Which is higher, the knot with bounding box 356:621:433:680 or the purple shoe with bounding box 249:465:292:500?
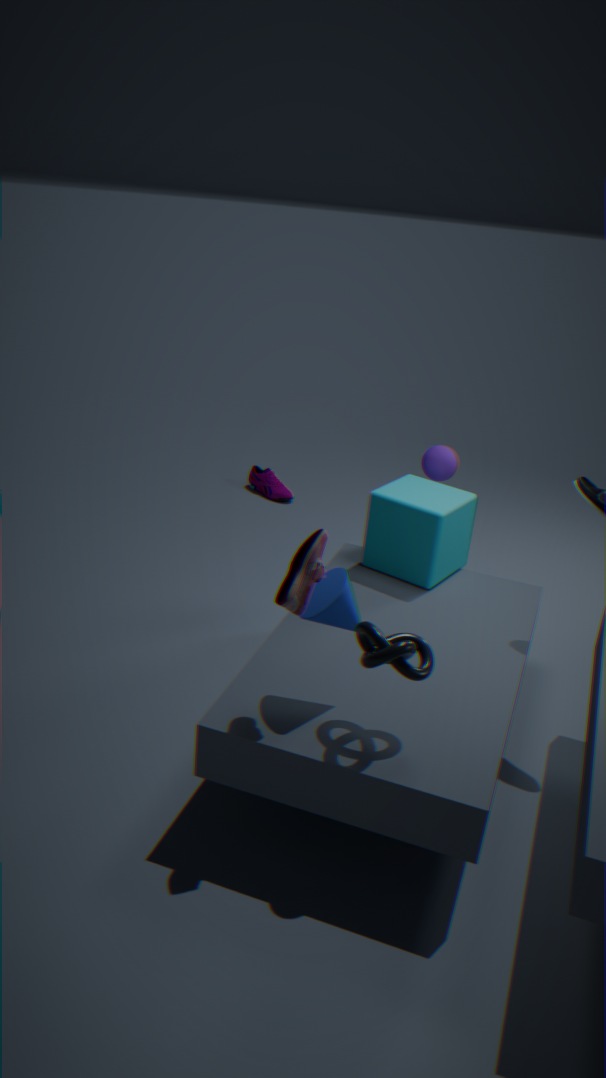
the knot with bounding box 356:621:433:680
